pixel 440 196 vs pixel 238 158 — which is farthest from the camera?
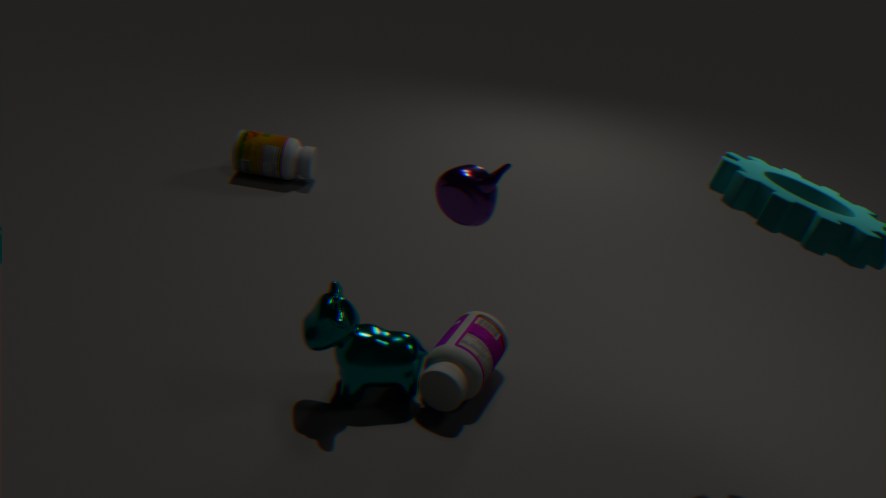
pixel 238 158
